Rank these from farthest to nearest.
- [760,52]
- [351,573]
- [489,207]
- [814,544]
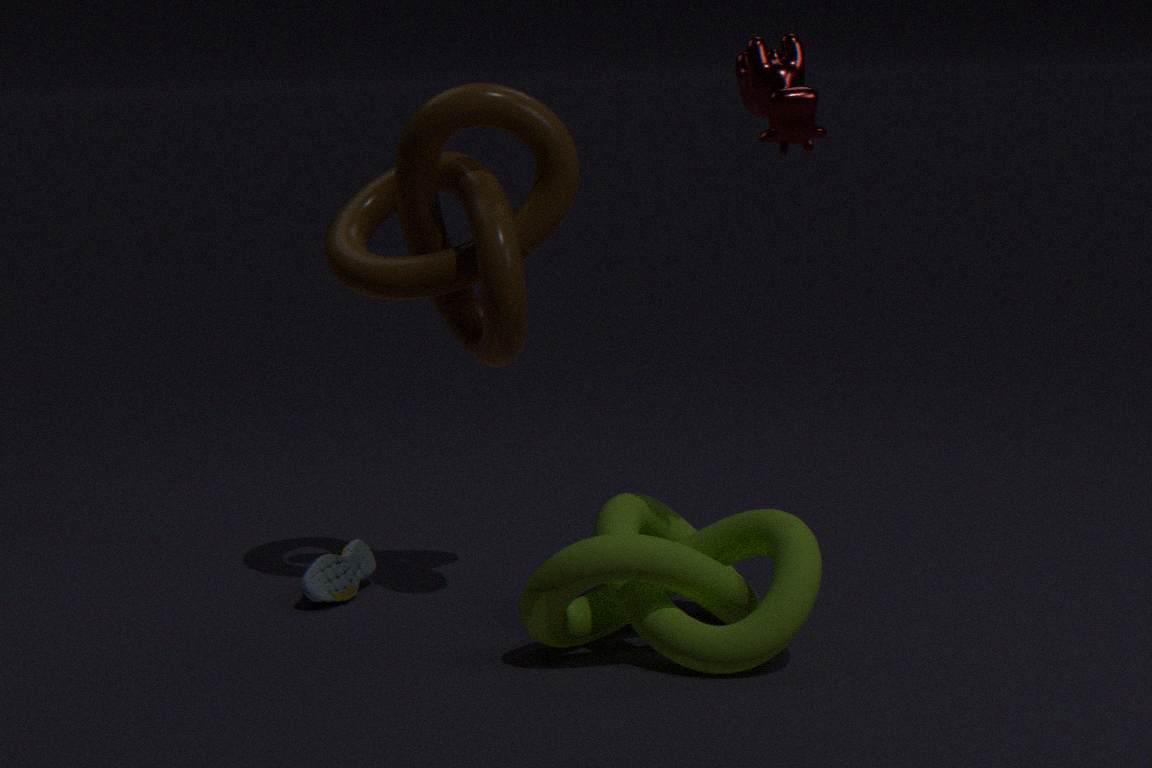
1. [351,573]
2. [489,207]
3. [814,544]
4. [760,52]
